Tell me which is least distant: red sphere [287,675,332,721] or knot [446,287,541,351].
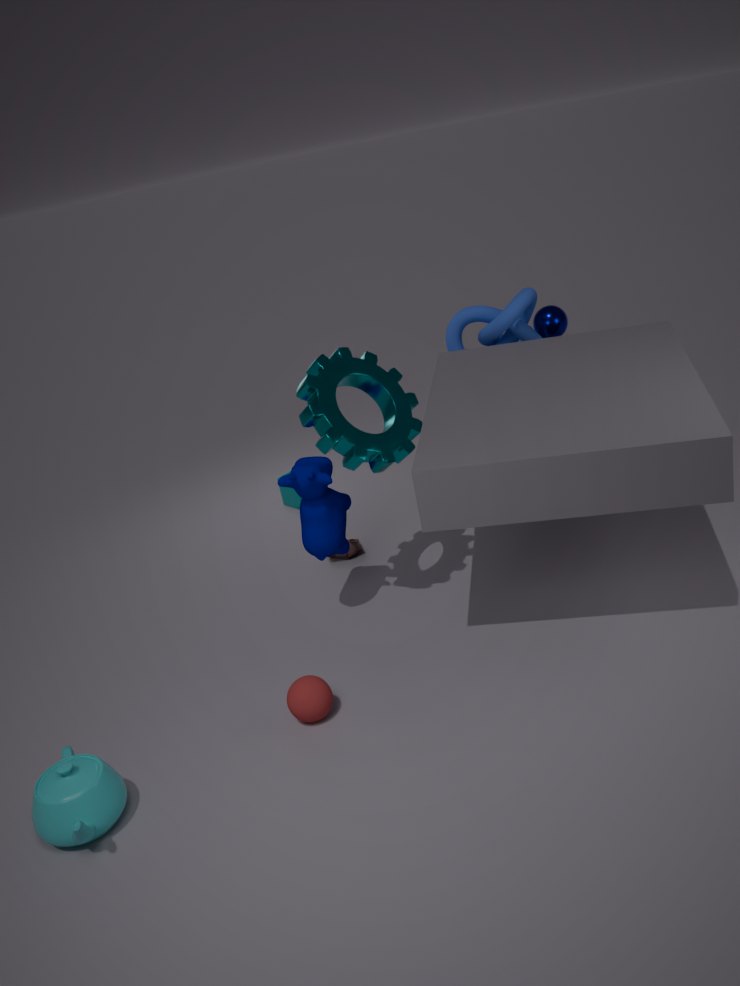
red sphere [287,675,332,721]
